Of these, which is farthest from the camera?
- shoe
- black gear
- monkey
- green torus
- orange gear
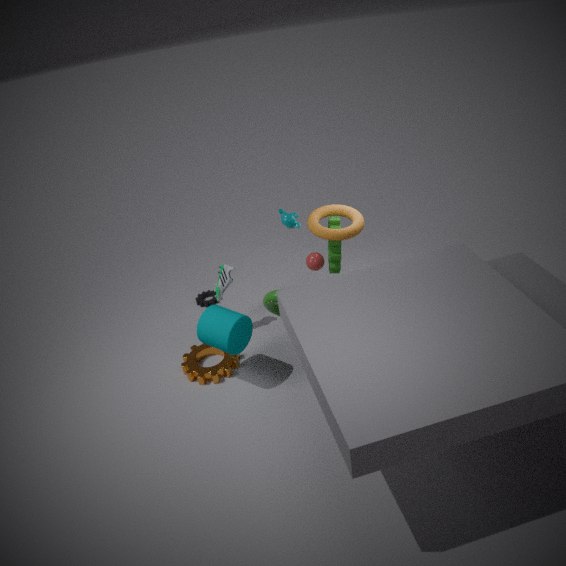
black gear
